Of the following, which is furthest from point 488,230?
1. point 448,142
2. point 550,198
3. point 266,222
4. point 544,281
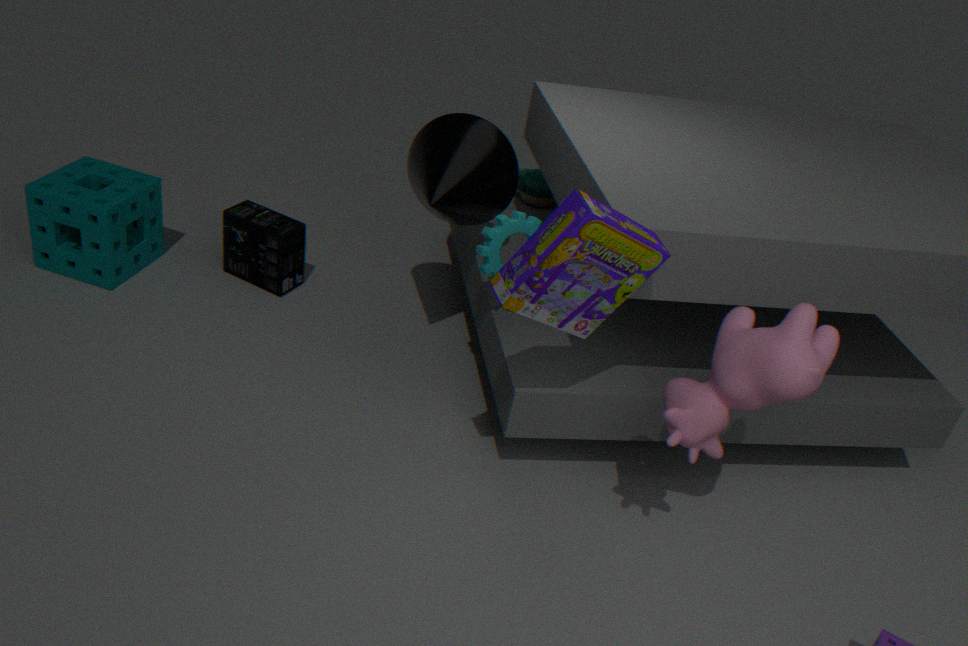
point 266,222
